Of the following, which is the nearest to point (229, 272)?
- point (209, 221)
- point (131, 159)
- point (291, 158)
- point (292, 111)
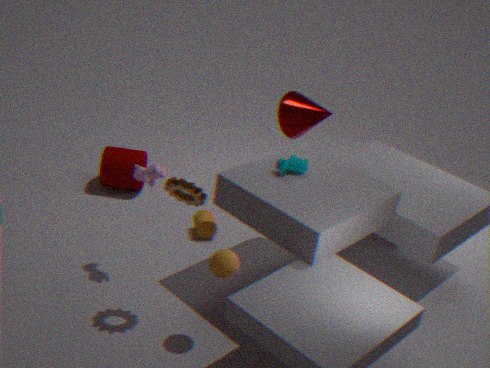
point (291, 158)
